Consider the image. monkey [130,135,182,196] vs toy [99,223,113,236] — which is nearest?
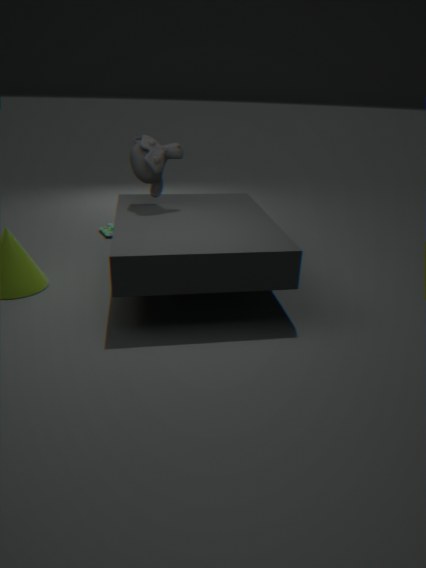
monkey [130,135,182,196]
